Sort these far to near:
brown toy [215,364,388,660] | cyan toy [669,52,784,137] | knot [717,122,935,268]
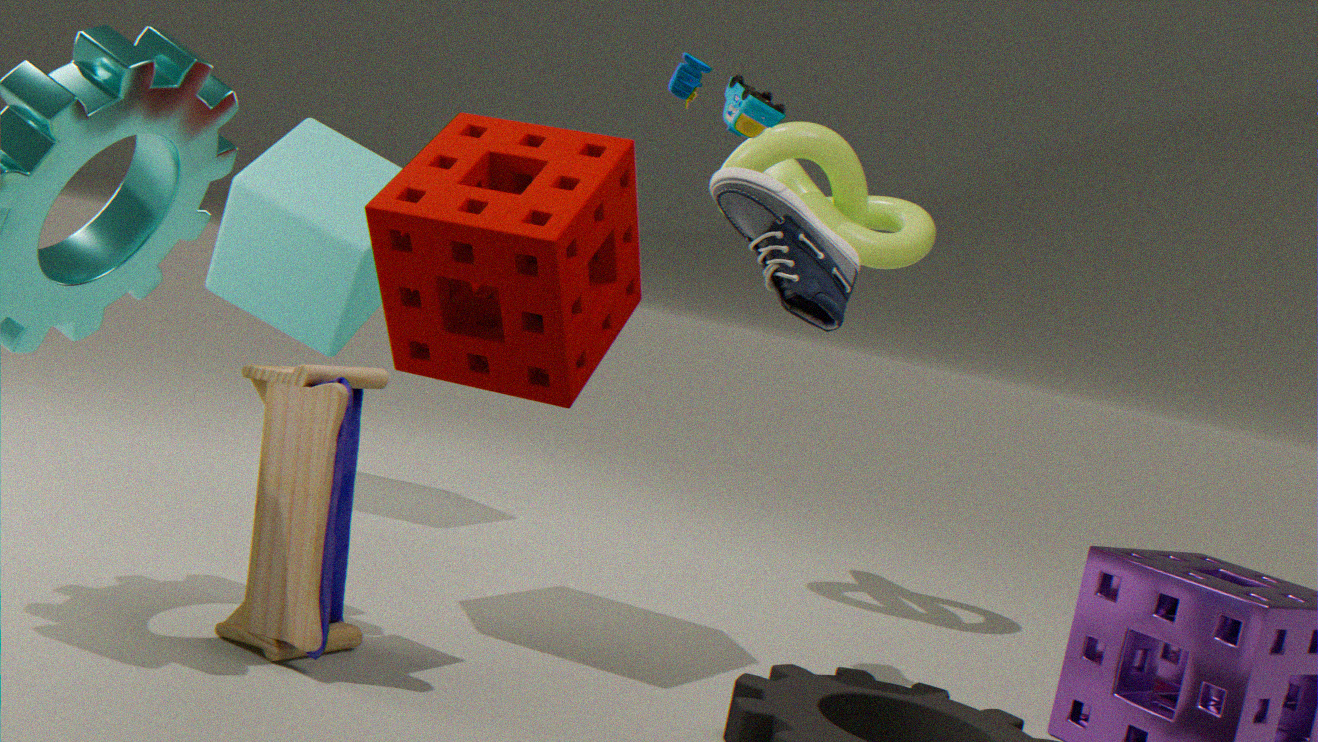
knot [717,122,935,268]
cyan toy [669,52,784,137]
brown toy [215,364,388,660]
